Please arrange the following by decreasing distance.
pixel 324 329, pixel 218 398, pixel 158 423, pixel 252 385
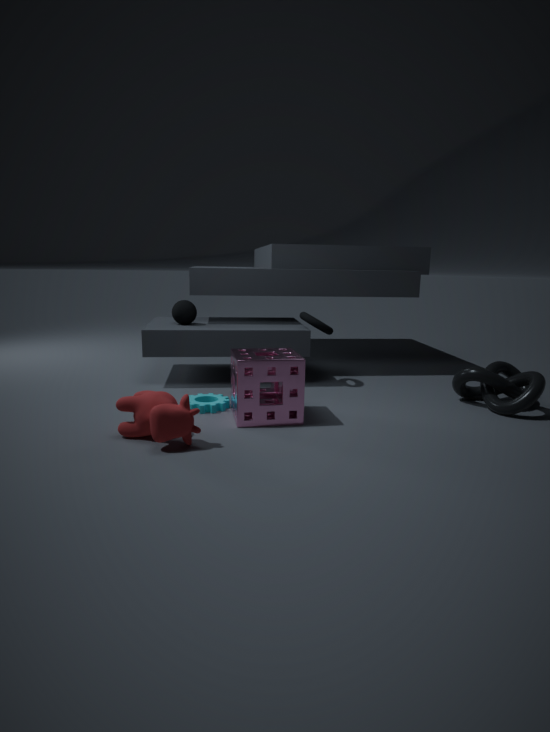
pixel 324 329, pixel 218 398, pixel 252 385, pixel 158 423
